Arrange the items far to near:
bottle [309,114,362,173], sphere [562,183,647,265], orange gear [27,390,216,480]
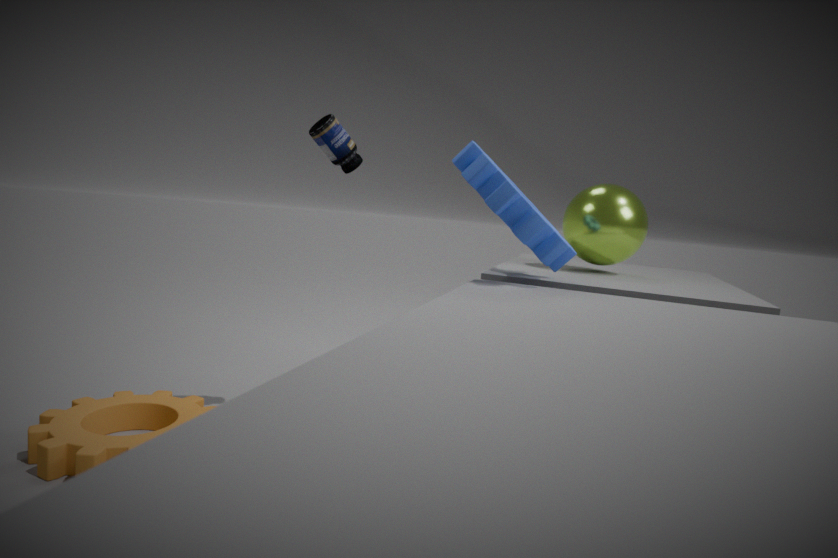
sphere [562,183,647,265] → bottle [309,114,362,173] → orange gear [27,390,216,480]
